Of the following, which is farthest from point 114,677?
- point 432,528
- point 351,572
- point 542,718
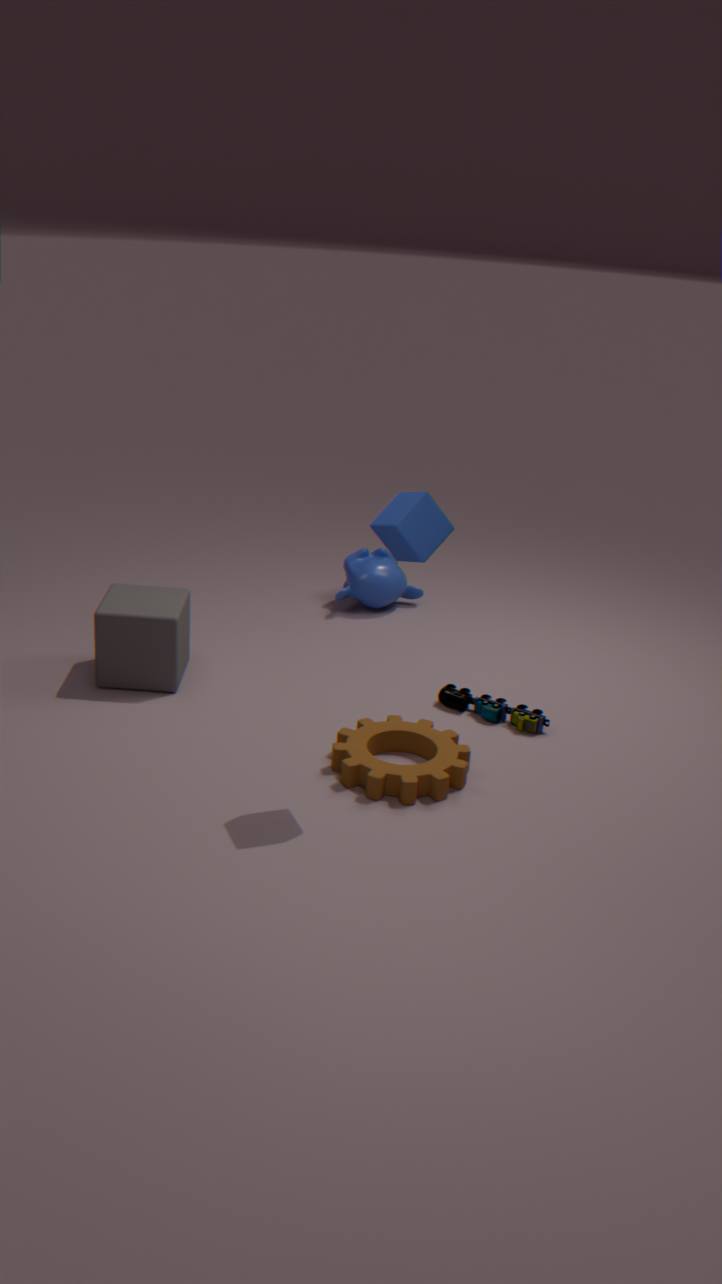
point 432,528
